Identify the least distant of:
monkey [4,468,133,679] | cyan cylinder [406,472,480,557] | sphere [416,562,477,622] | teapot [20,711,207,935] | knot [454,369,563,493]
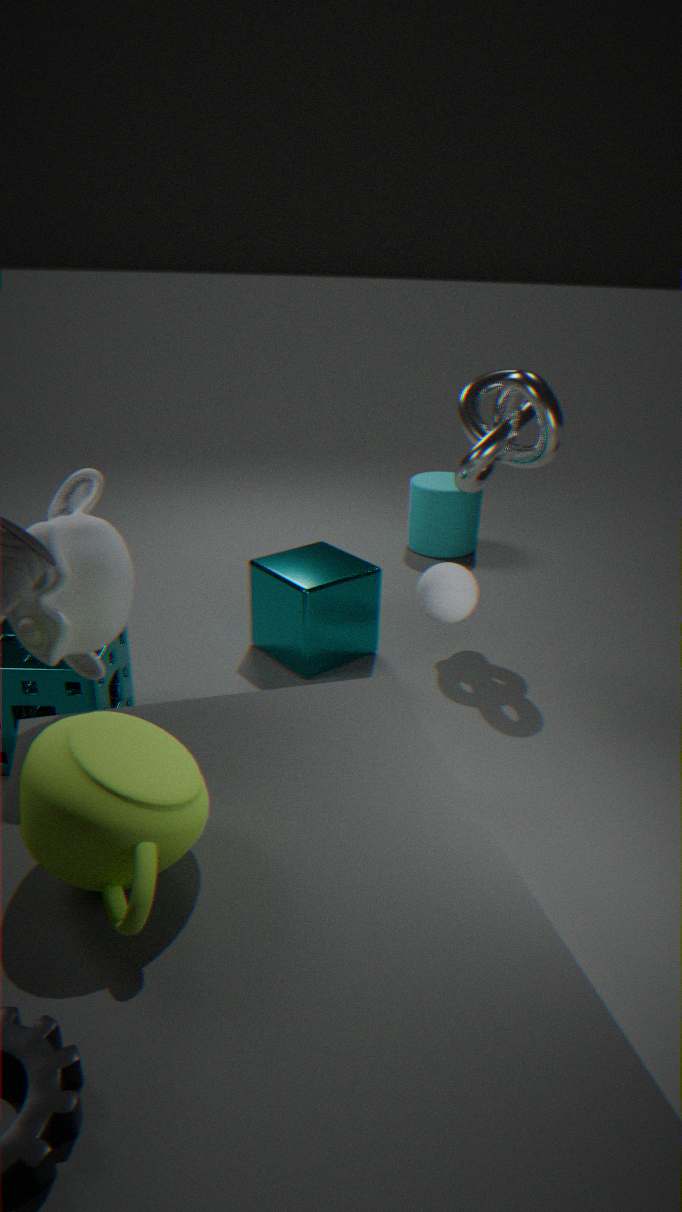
teapot [20,711,207,935]
